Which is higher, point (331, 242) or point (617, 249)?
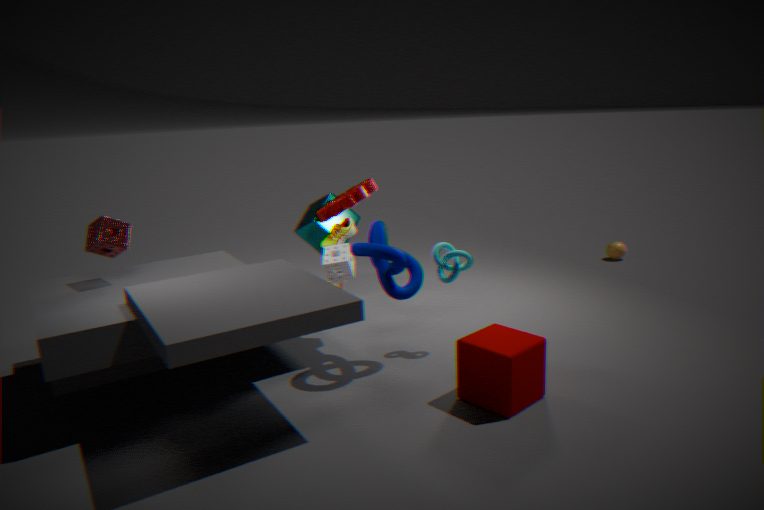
point (331, 242)
